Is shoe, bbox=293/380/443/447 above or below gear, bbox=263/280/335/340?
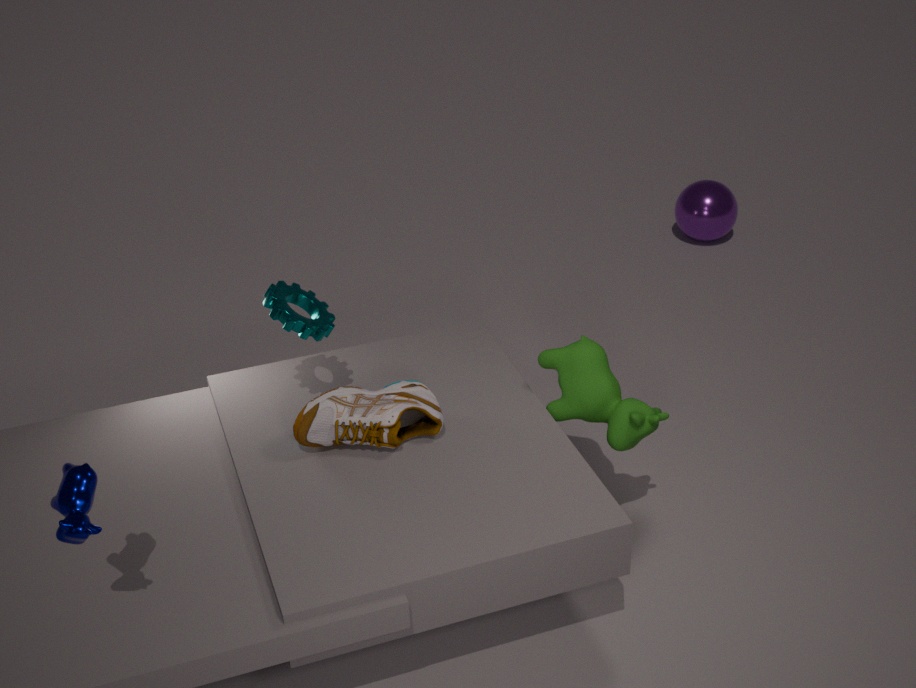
below
